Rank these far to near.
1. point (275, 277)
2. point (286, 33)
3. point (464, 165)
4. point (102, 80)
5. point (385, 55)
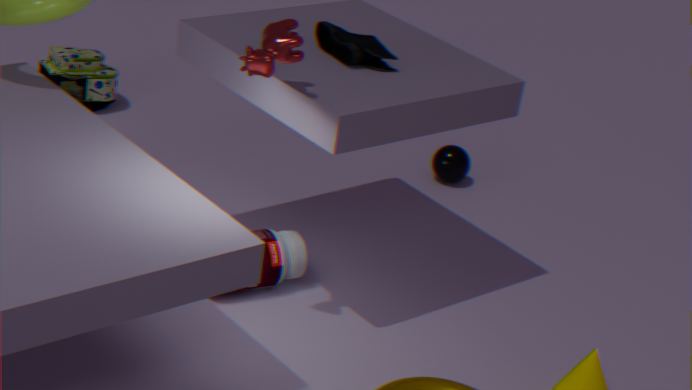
1. point (102, 80)
2. point (464, 165)
3. point (275, 277)
4. point (385, 55)
5. point (286, 33)
